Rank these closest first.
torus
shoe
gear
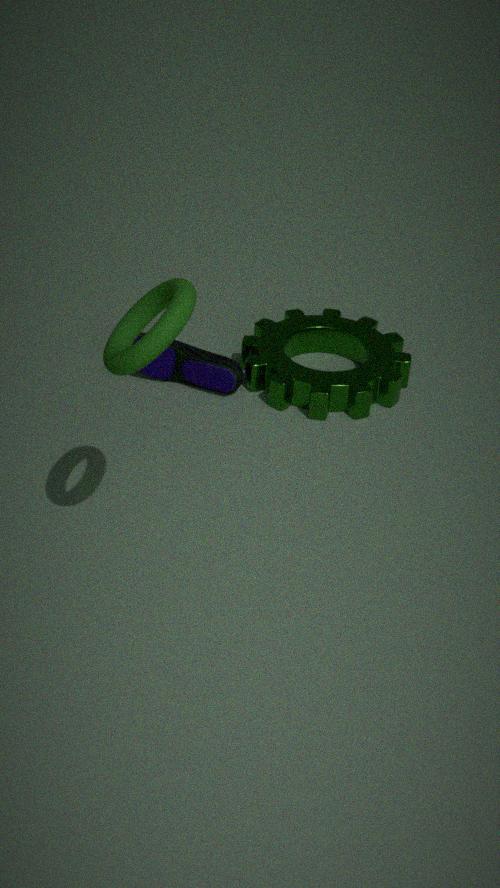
torus
gear
shoe
